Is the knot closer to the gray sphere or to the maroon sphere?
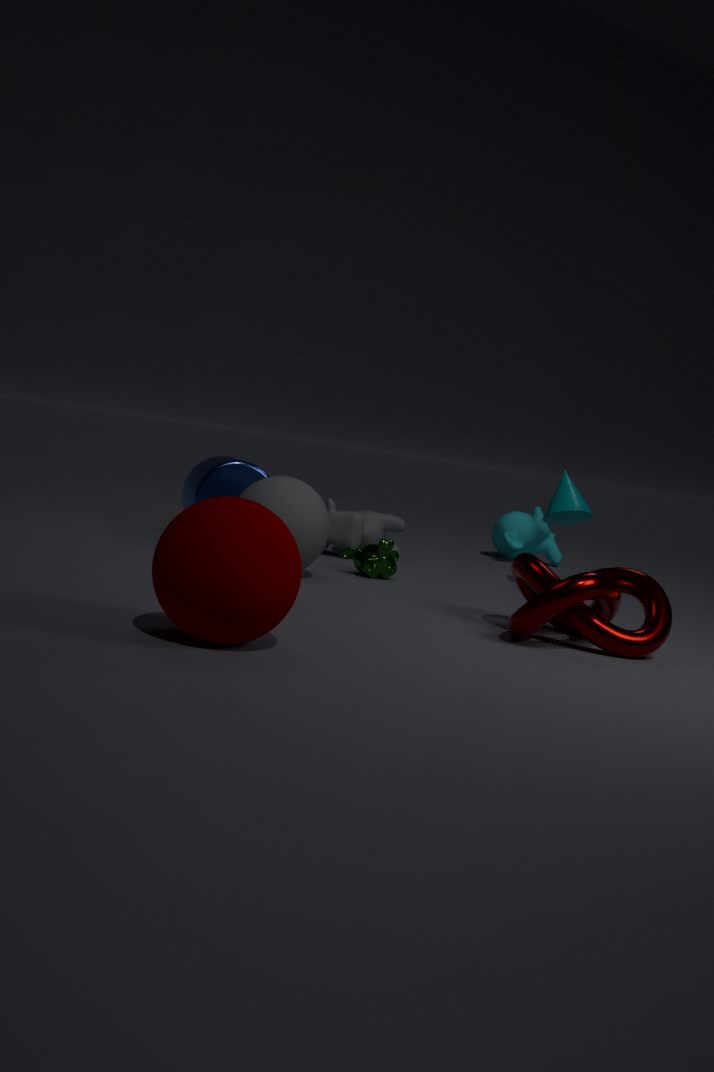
the gray sphere
